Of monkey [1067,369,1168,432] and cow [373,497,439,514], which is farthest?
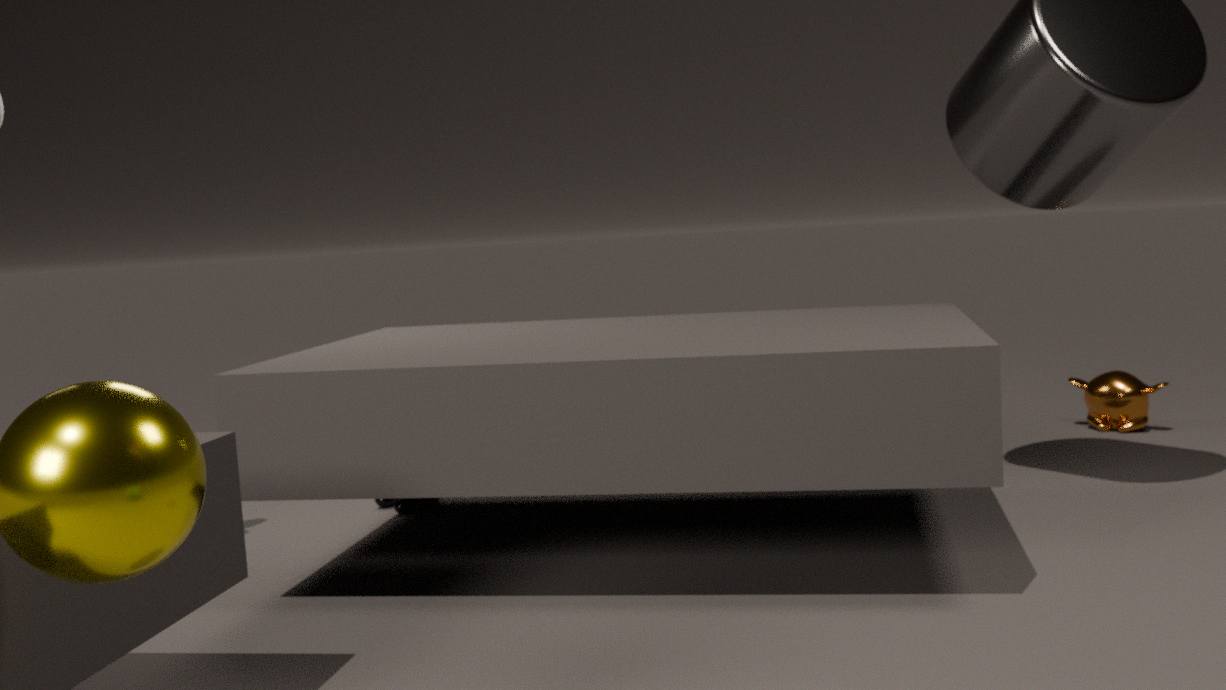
monkey [1067,369,1168,432]
